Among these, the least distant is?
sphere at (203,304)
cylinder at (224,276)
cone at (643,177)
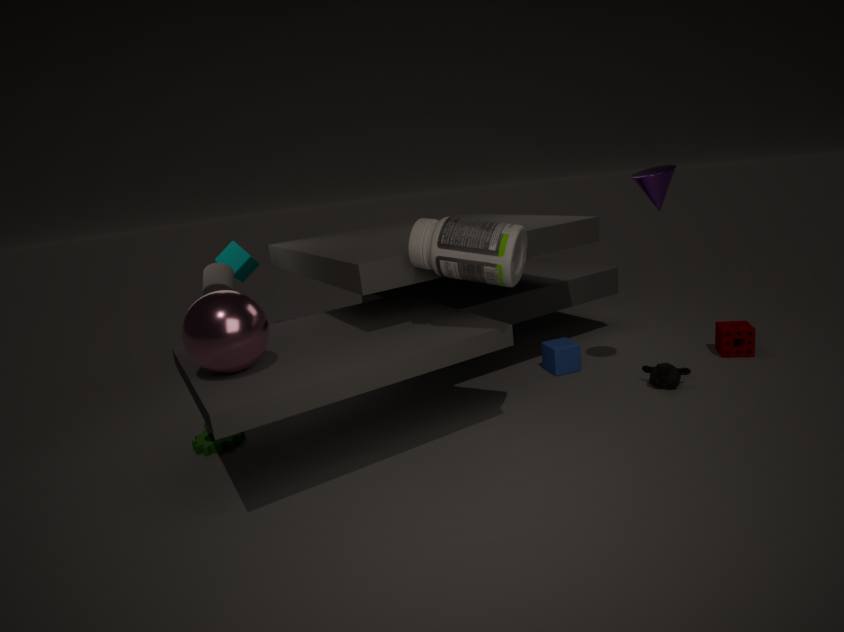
sphere at (203,304)
